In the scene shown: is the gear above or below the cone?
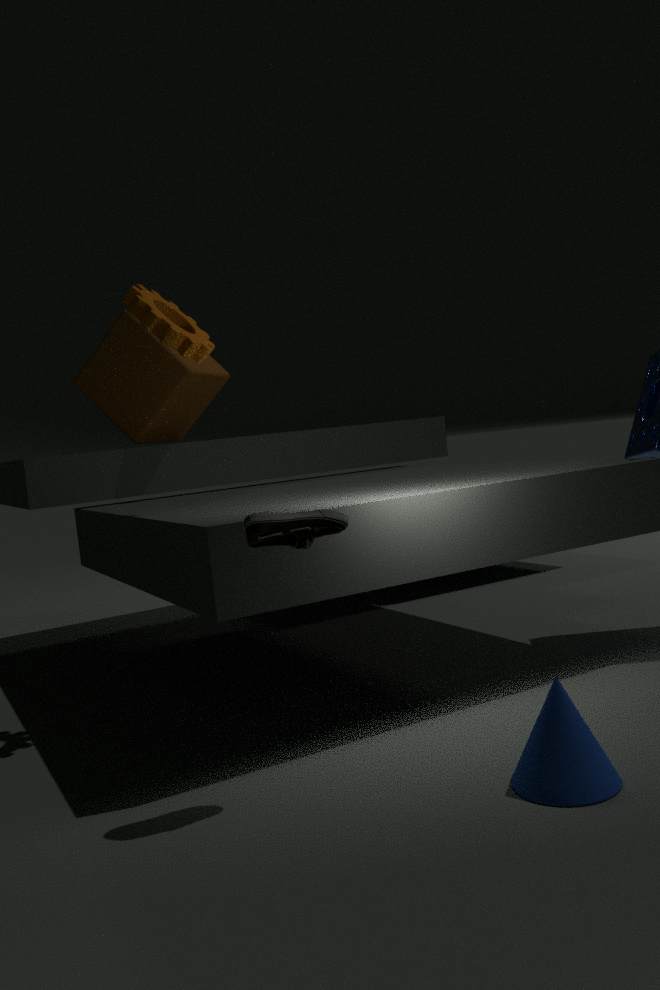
above
